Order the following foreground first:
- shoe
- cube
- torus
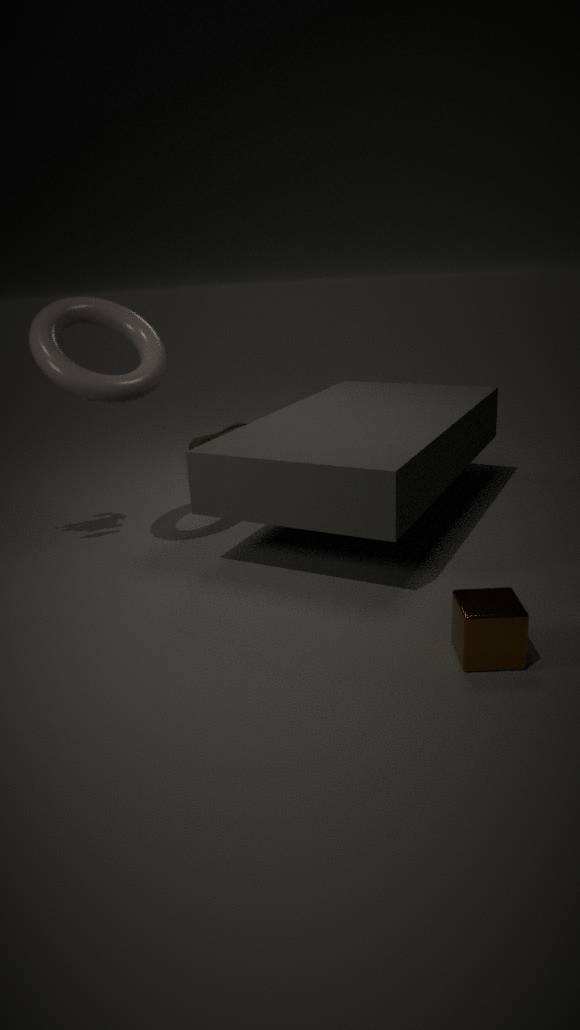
cube
torus
shoe
